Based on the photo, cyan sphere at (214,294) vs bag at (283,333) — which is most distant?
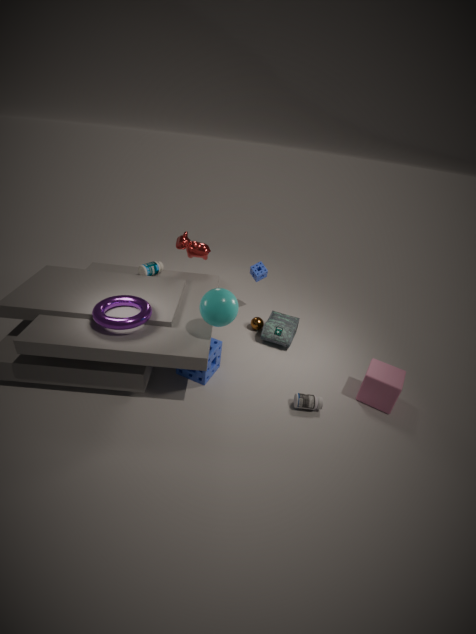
bag at (283,333)
